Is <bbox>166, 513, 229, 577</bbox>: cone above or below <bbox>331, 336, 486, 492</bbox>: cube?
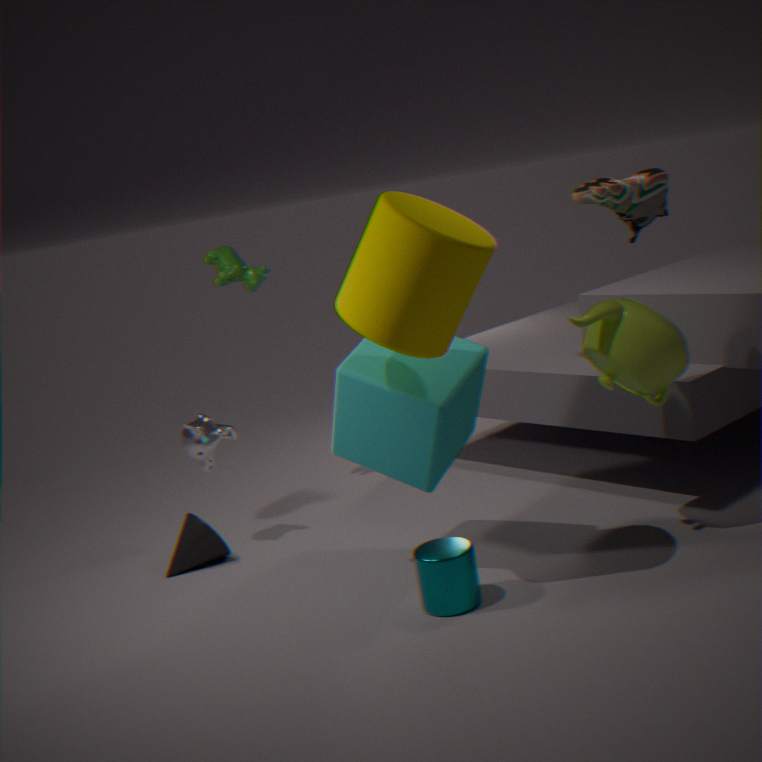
below
